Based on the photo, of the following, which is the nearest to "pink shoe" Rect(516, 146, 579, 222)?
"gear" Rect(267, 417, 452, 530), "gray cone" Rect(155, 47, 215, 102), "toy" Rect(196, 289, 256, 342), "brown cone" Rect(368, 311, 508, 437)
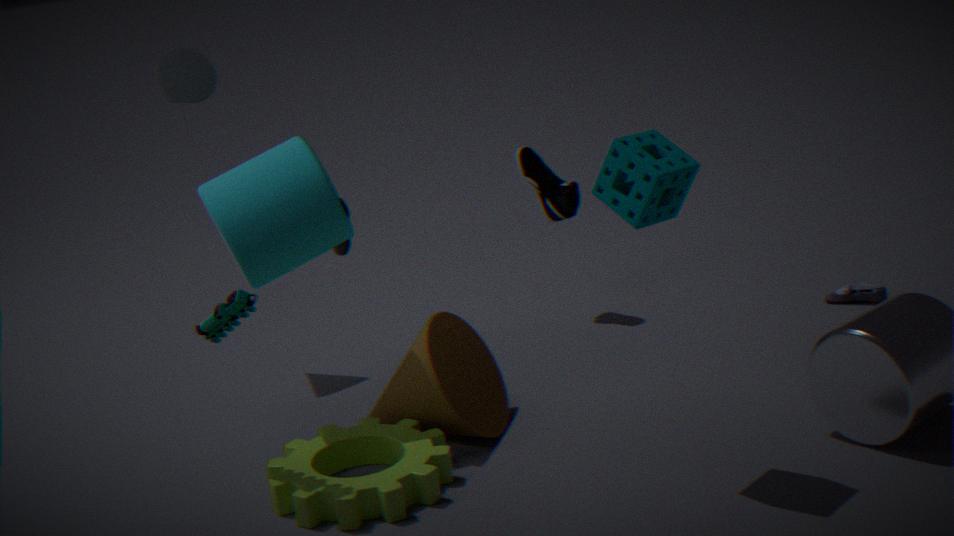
"brown cone" Rect(368, 311, 508, 437)
